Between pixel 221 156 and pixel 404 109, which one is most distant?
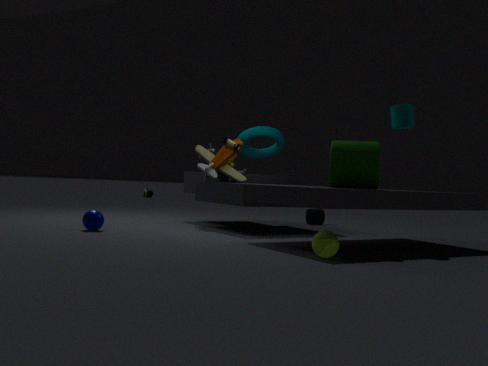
pixel 221 156
